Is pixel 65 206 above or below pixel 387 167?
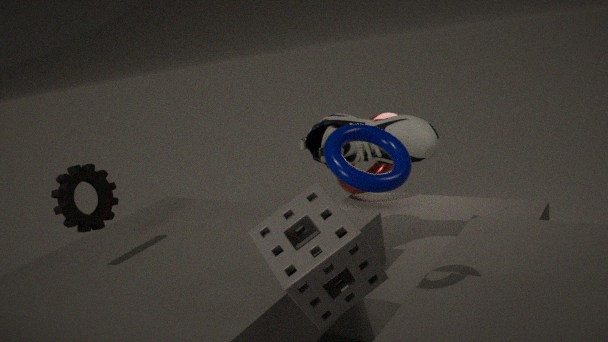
above
